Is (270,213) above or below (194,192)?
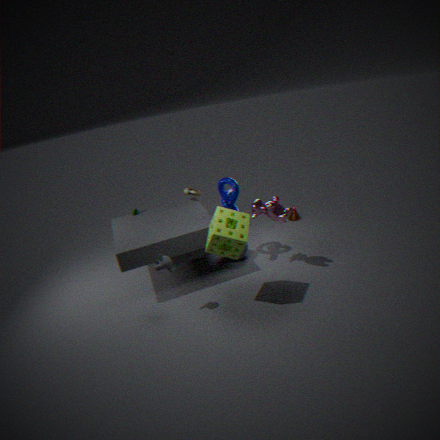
below
